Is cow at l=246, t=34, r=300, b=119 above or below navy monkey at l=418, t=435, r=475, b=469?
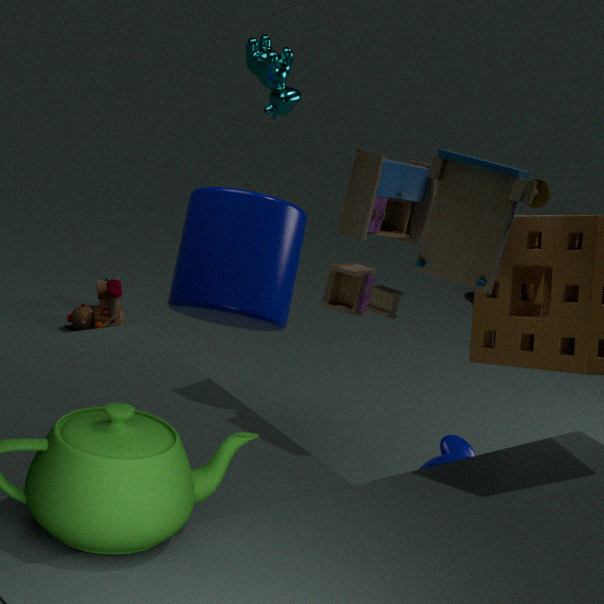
above
